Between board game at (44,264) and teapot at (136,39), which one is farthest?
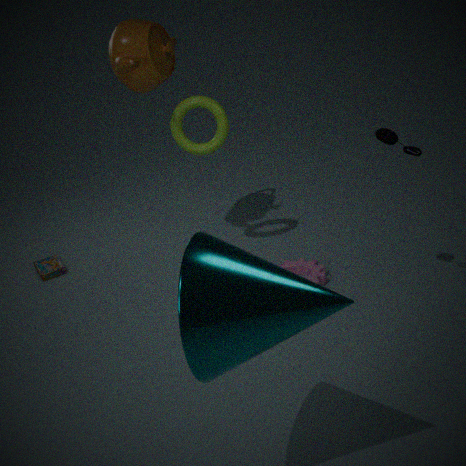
board game at (44,264)
